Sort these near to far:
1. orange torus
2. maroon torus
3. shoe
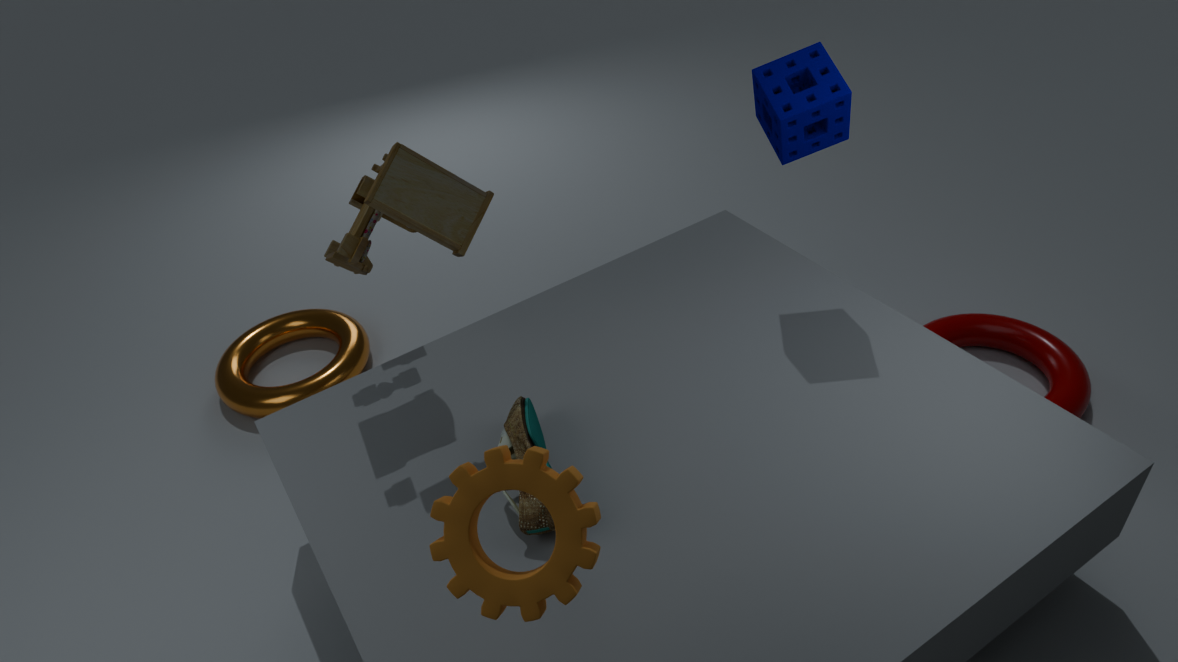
shoe → maroon torus → orange torus
